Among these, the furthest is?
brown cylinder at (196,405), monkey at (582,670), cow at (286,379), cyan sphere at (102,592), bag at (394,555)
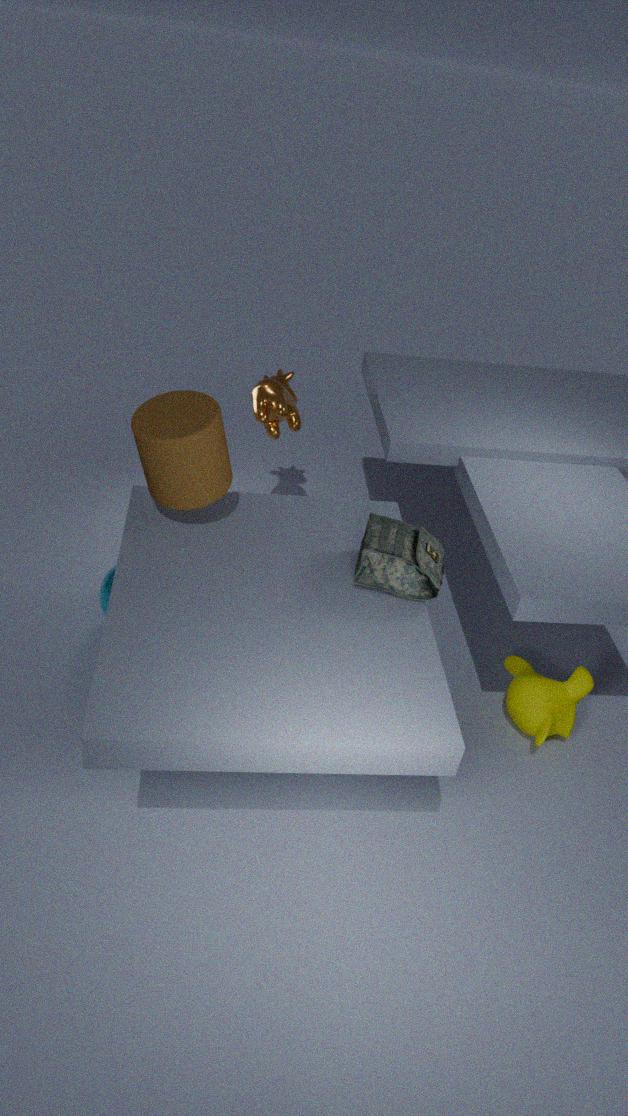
cow at (286,379)
